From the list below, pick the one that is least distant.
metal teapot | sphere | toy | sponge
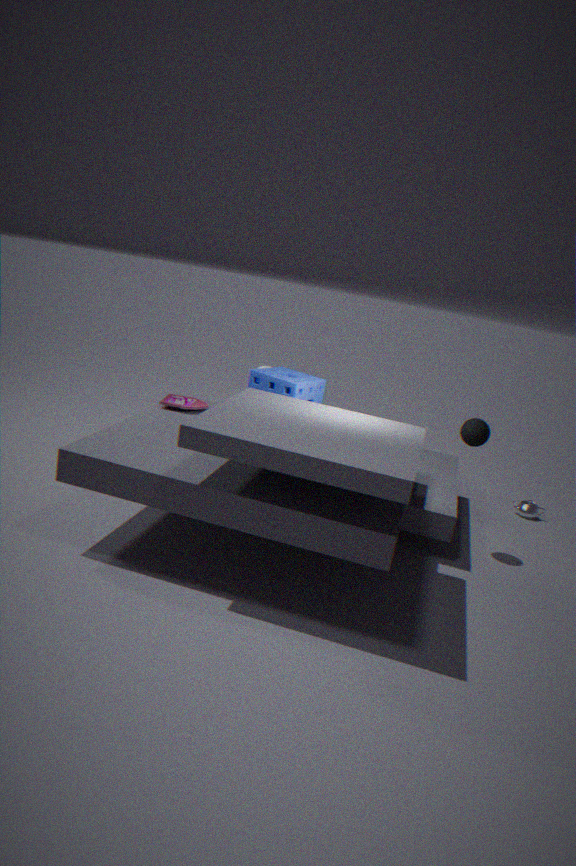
sponge
